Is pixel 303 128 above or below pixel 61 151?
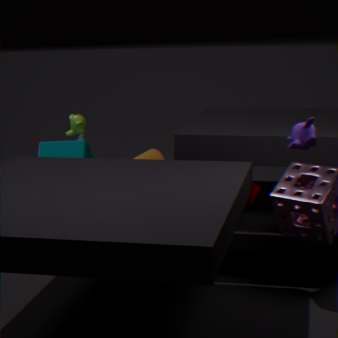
above
